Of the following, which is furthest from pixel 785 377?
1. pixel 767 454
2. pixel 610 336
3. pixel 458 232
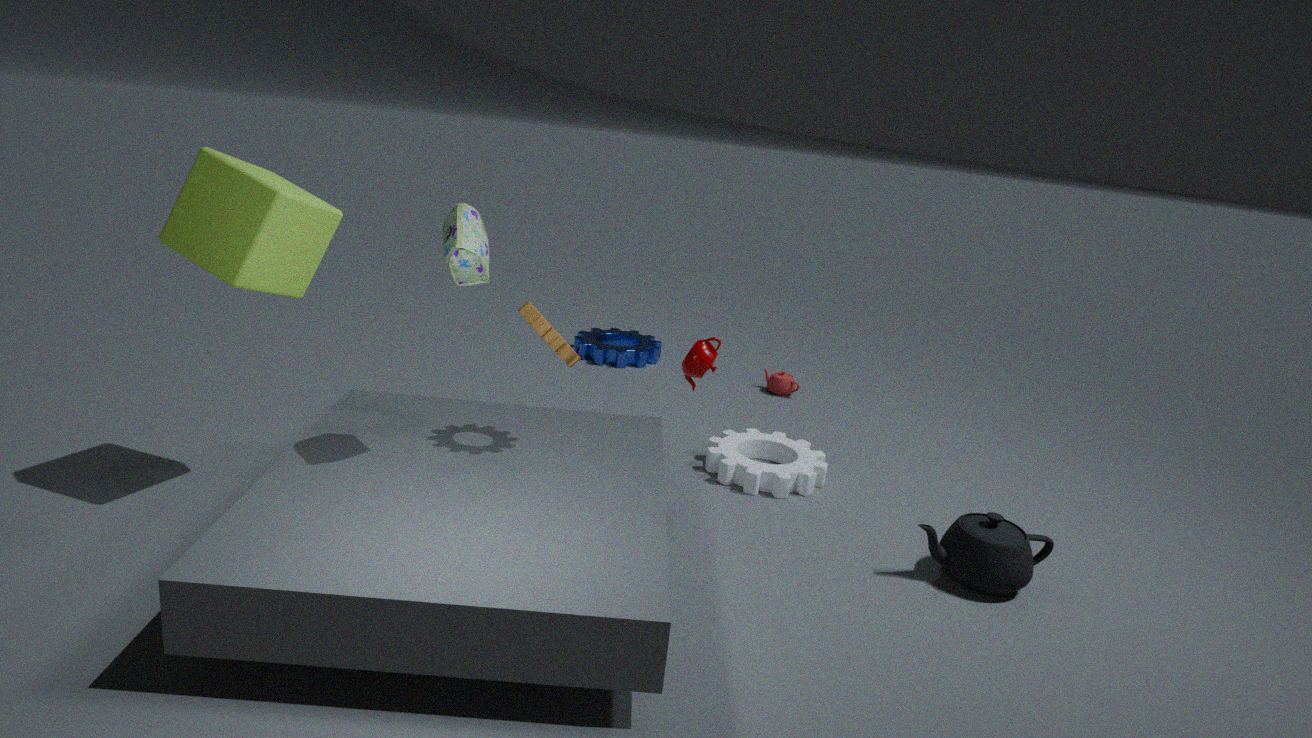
pixel 458 232
